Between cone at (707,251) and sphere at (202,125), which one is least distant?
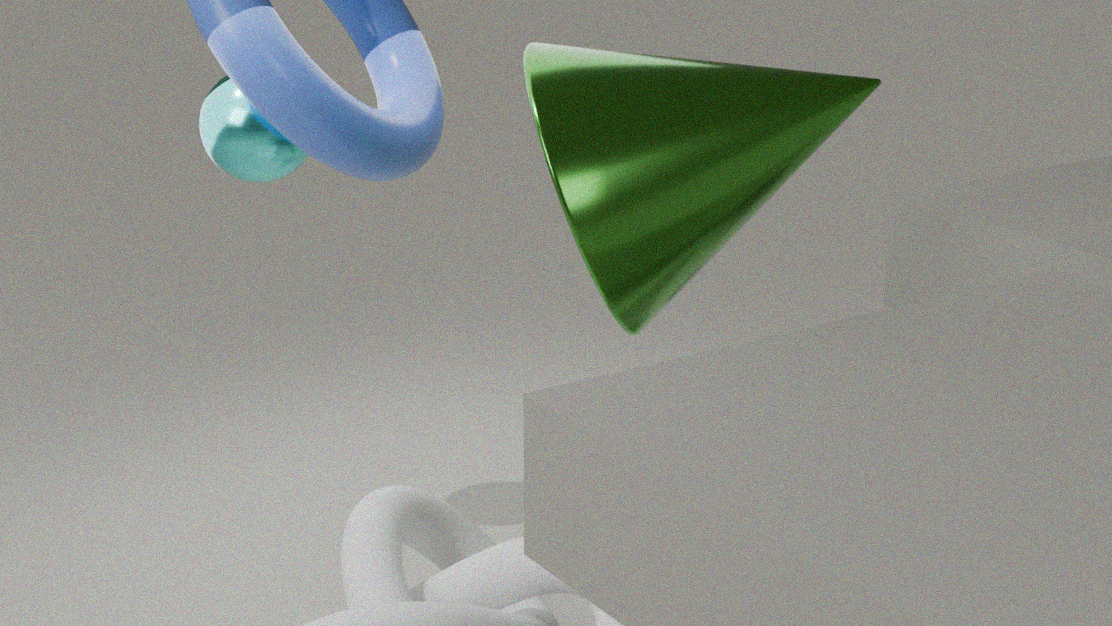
cone at (707,251)
